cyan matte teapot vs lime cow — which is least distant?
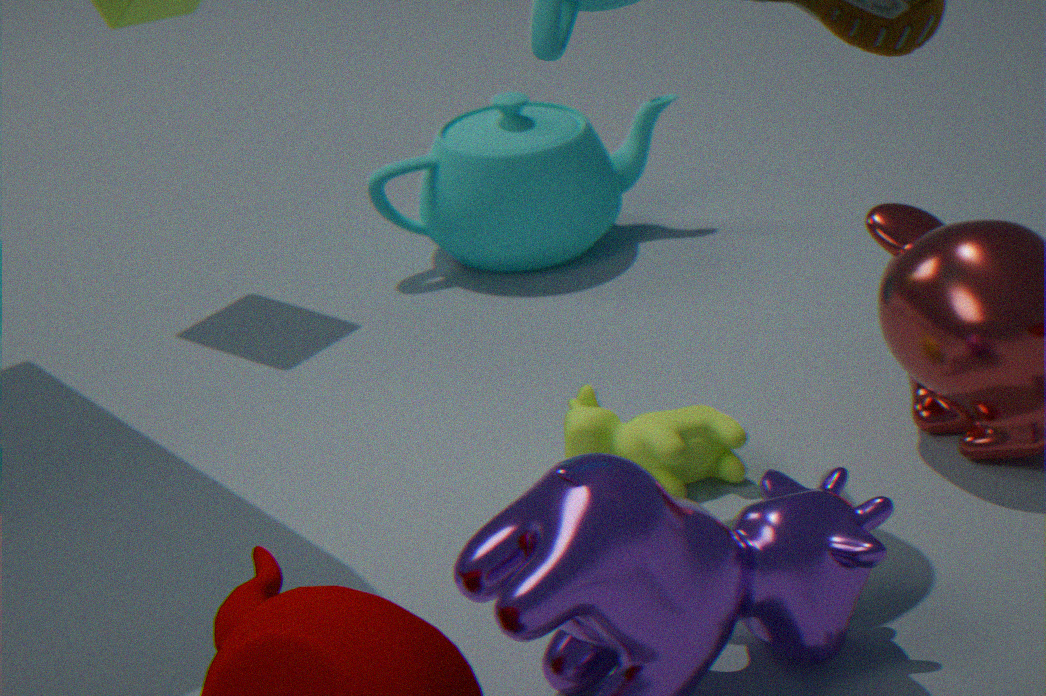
lime cow
